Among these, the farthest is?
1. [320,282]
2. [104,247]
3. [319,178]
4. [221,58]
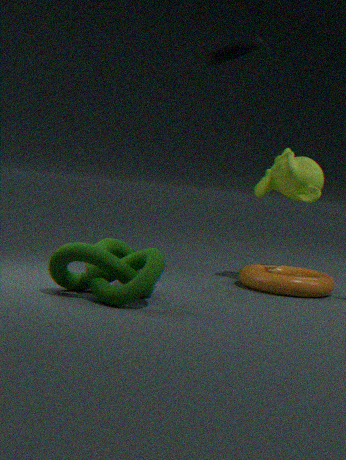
[319,178]
